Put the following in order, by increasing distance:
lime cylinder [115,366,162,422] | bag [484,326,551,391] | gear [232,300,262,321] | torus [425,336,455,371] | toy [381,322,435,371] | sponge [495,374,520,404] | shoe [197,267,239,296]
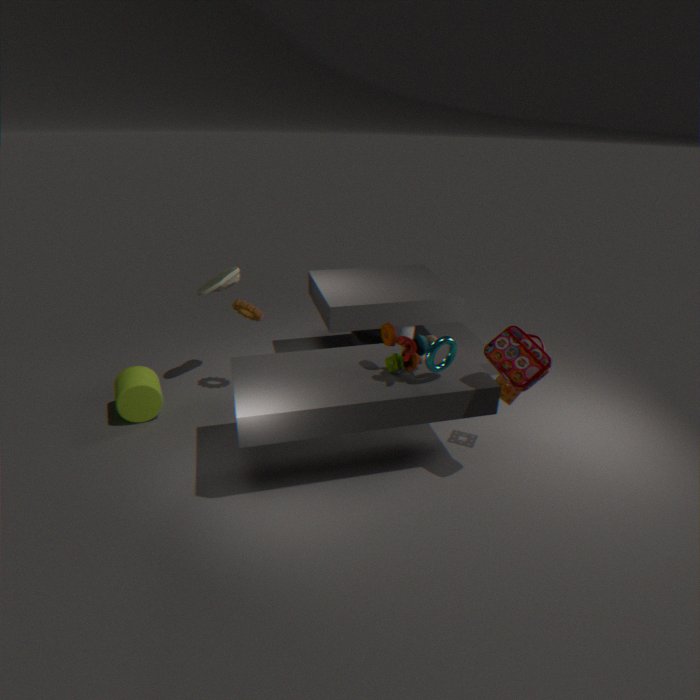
bag [484,326,551,391] → toy [381,322,435,371] → torus [425,336,455,371] → sponge [495,374,520,404] → lime cylinder [115,366,162,422] → gear [232,300,262,321] → shoe [197,267,239,296]
